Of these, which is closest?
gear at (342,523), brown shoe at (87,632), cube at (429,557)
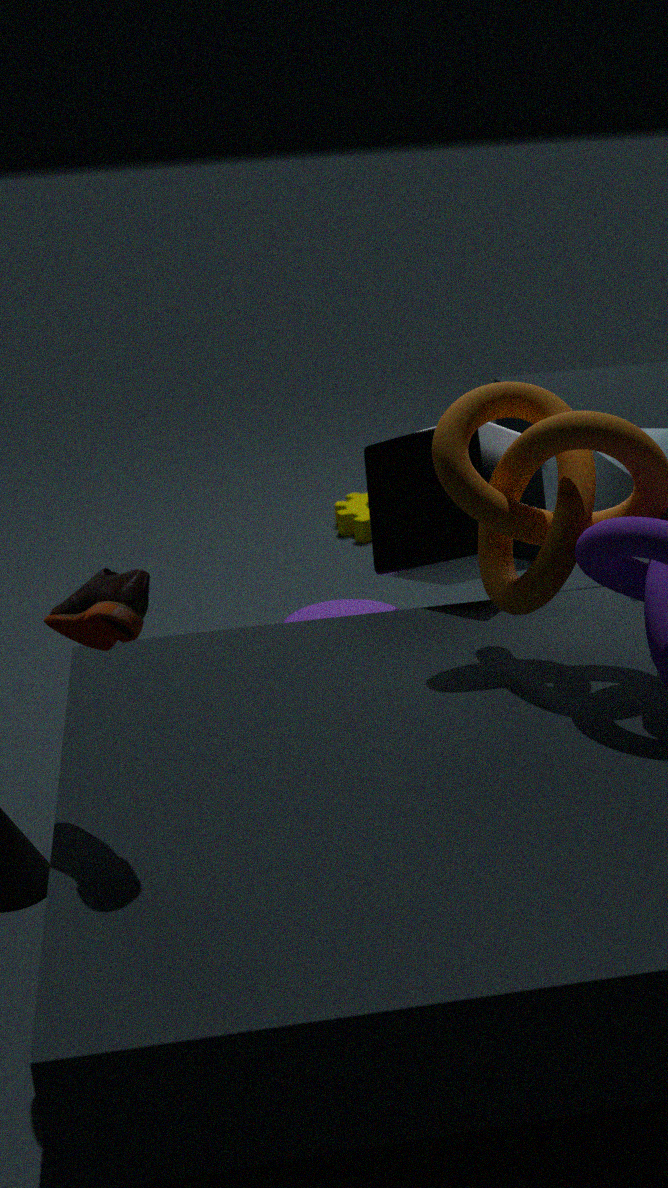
brown shoe at (87,632)
